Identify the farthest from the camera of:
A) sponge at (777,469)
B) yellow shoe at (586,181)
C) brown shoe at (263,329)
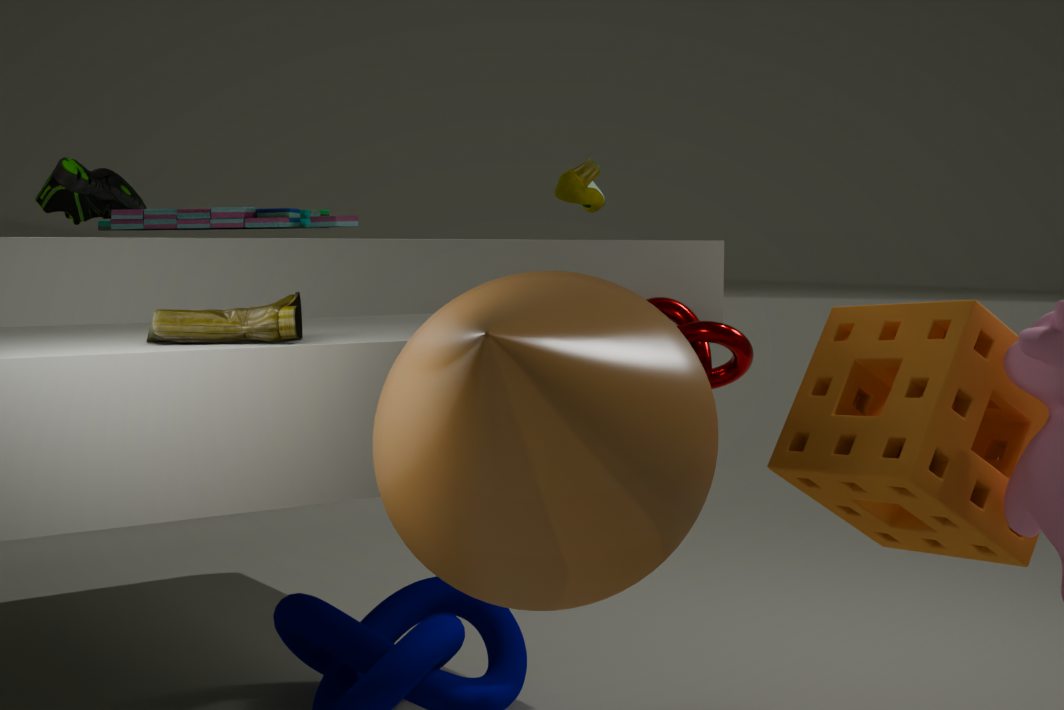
yellow shoe at (586,181)
